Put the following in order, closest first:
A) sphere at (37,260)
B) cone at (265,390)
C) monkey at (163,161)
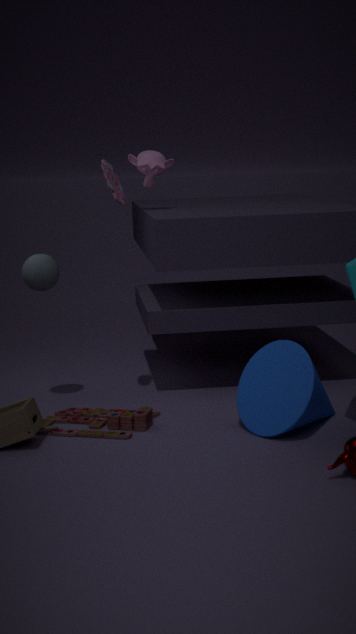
cone at (265,390) → sphere at (37,260) → monkey at (163,161)
